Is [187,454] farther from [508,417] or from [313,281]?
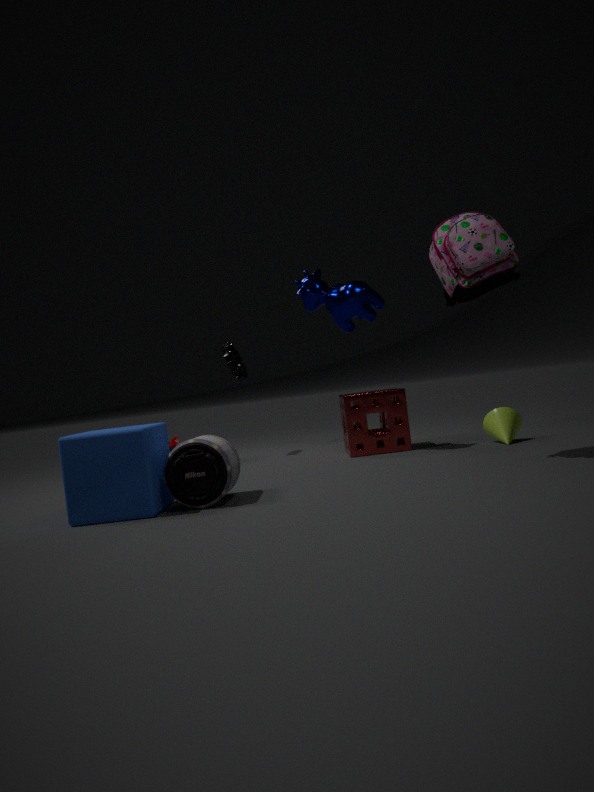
[508,417]
